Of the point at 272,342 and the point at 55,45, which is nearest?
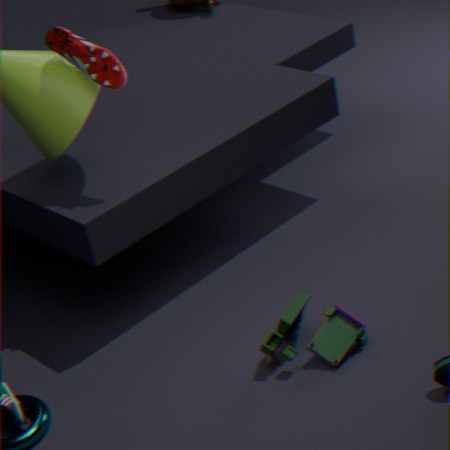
the point at 272,342
